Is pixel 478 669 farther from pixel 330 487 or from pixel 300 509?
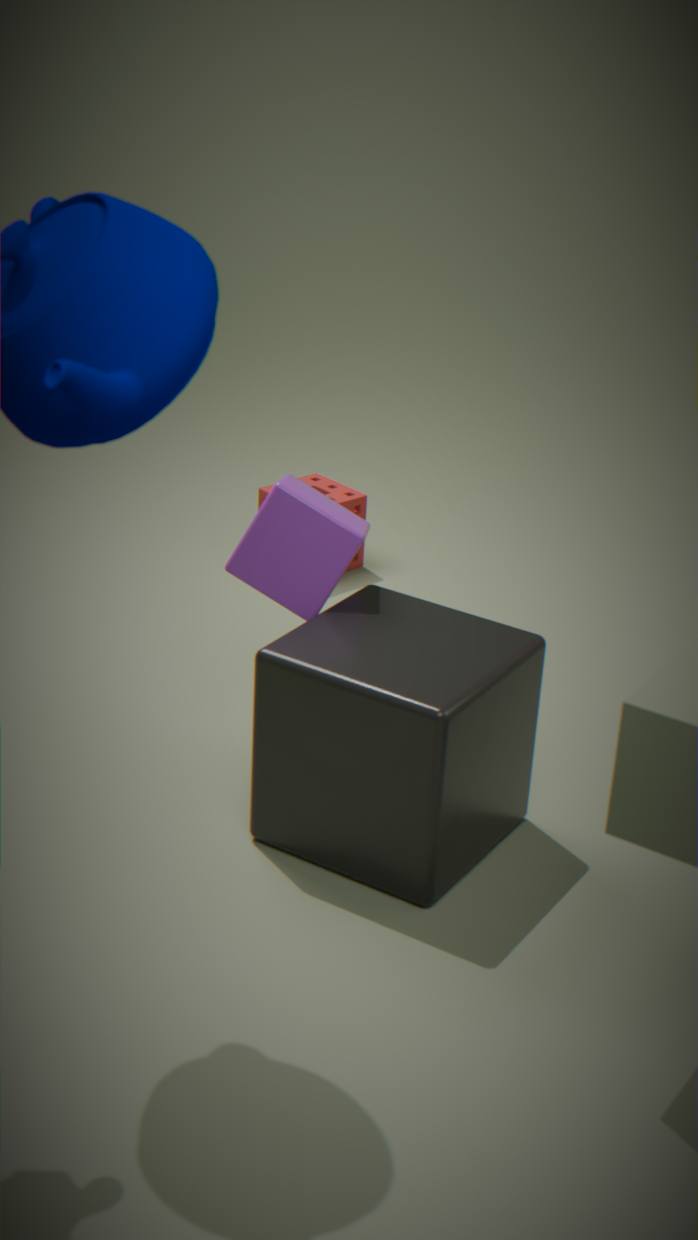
pixel 330 487
